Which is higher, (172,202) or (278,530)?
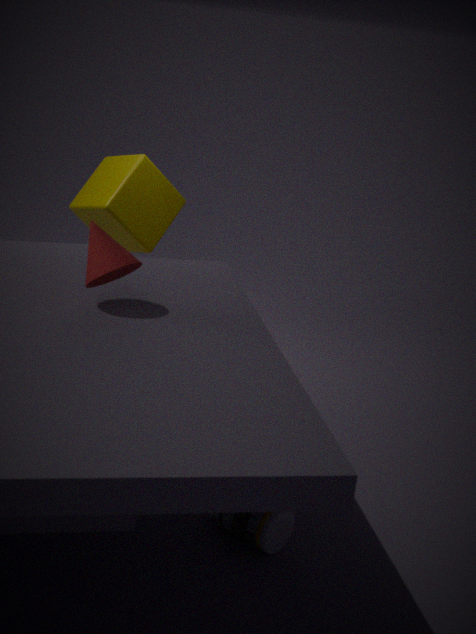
(172,202)
